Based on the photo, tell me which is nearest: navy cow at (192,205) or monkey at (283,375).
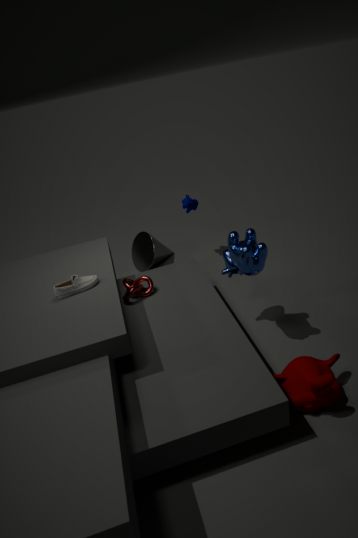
monkey at (283,375)
